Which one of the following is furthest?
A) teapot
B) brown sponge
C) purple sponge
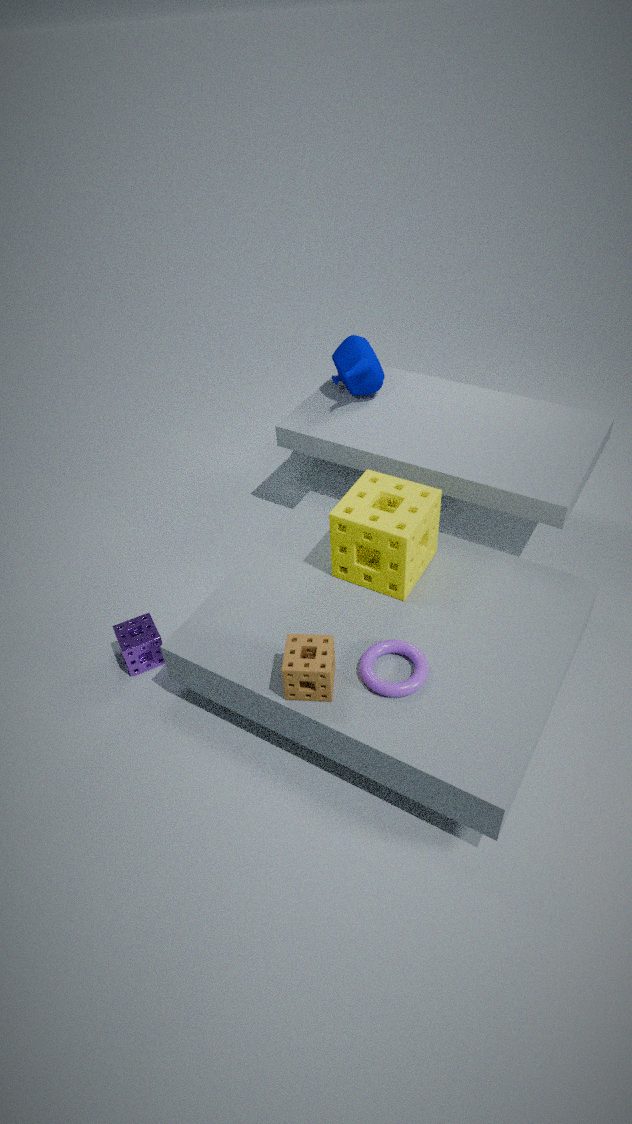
teapot
